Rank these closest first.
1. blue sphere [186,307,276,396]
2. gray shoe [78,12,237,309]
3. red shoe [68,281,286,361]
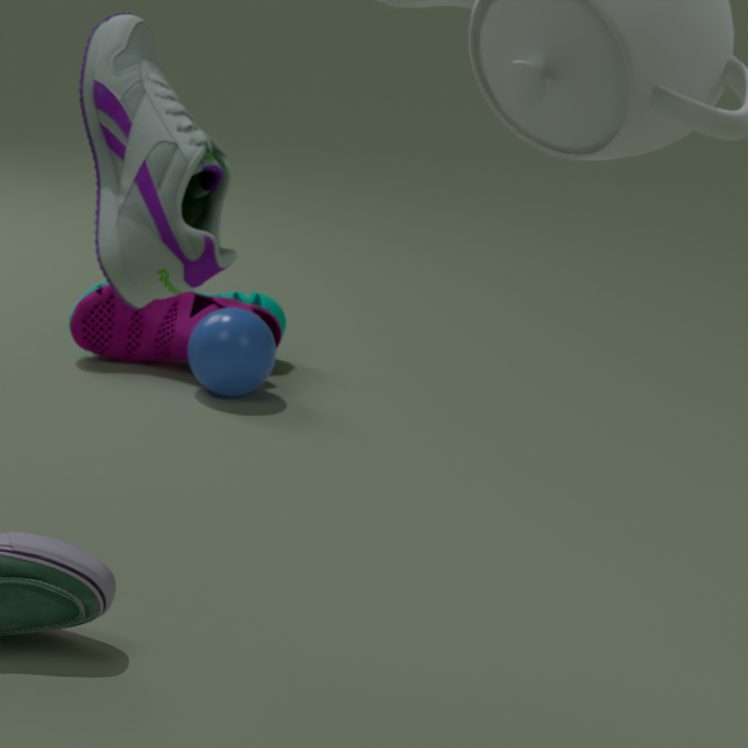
gray shoe [78,12,237,309] → blue sphere [186,307,276,396] → red shoe [68,281,286,361]
